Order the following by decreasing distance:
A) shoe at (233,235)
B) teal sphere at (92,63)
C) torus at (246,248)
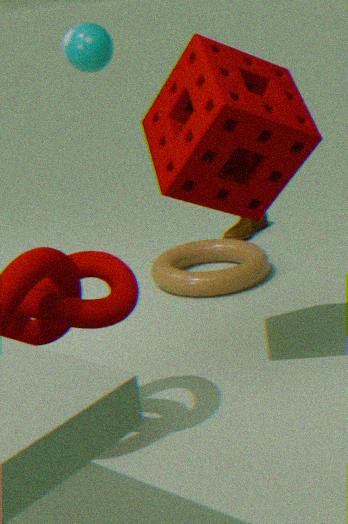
shoe at (233,235) < torus at (246,248) < teal sphere at (92,63)
